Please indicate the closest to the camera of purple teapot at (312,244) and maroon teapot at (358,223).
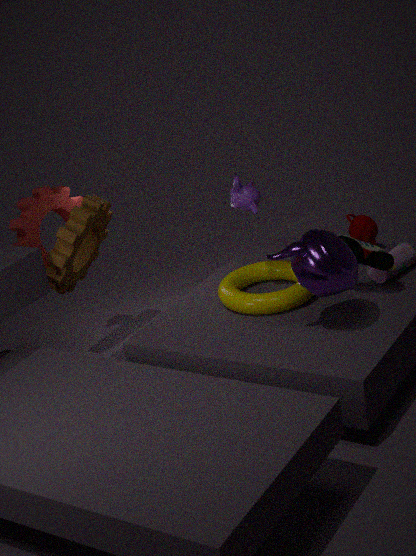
purple teapot at (312,244)
